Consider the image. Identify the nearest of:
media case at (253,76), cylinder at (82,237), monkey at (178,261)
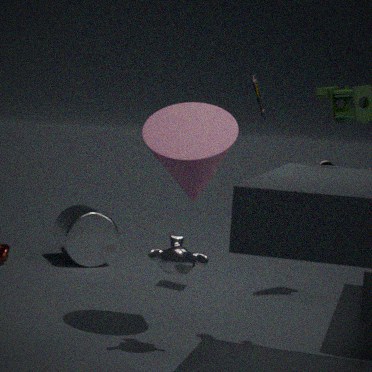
monkey at (178,261)
